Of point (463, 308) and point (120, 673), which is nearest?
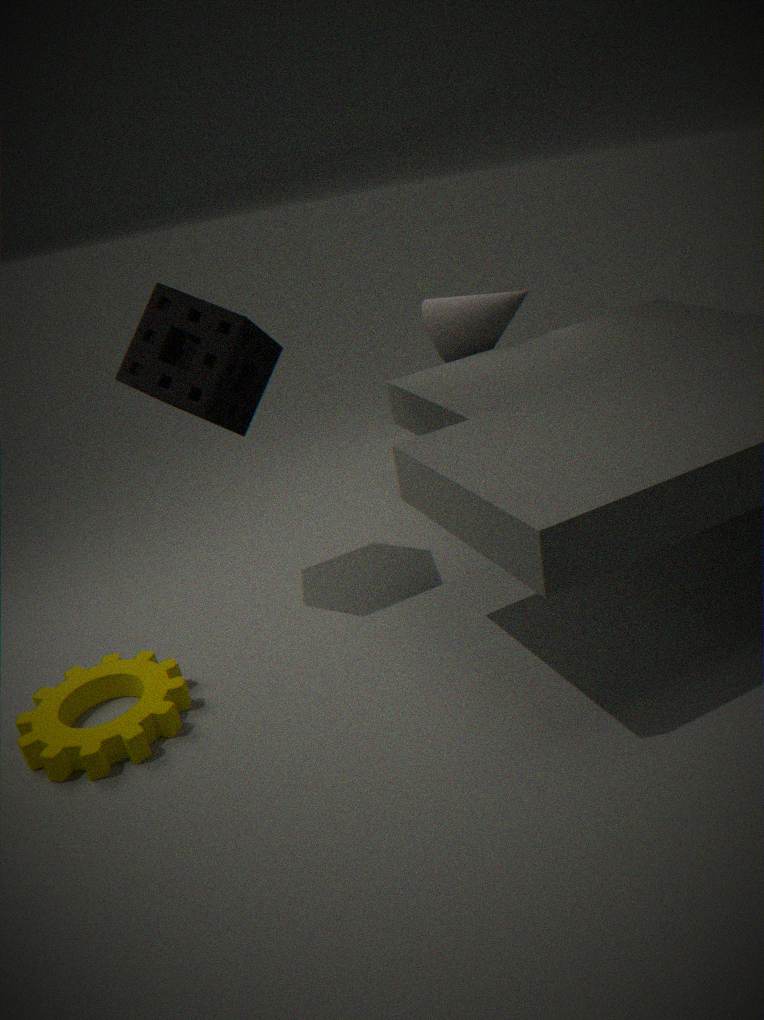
point (120, 673)
